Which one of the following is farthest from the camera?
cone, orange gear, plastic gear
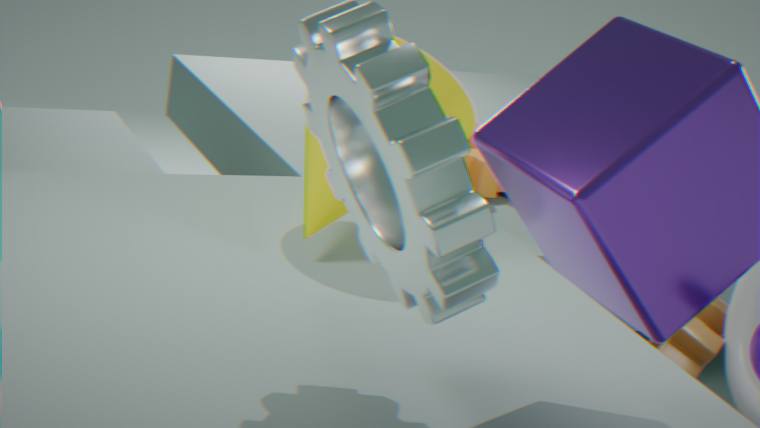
orange gear
